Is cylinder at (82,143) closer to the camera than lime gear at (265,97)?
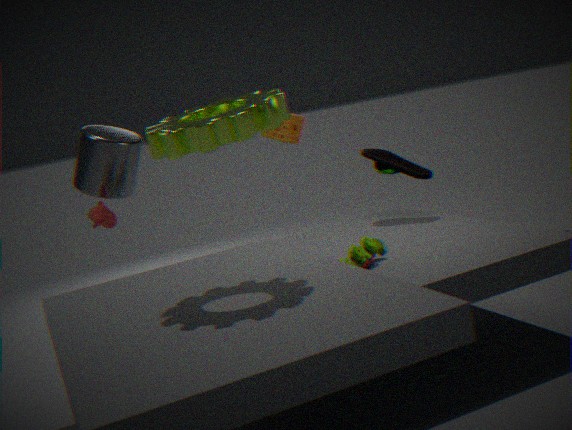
No
